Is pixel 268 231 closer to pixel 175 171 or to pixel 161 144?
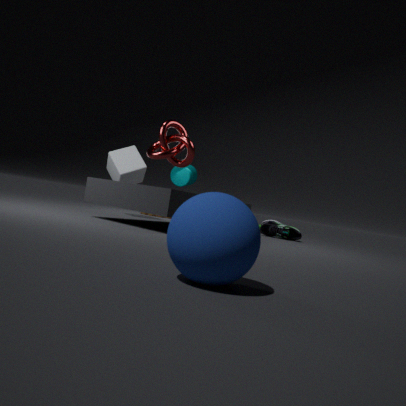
pixel 161 144
